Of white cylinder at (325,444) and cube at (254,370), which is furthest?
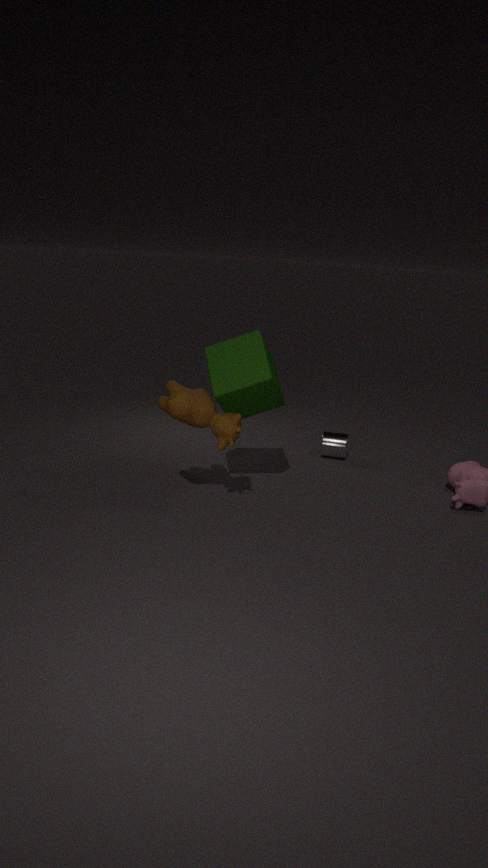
white cylinder at (325,444)
